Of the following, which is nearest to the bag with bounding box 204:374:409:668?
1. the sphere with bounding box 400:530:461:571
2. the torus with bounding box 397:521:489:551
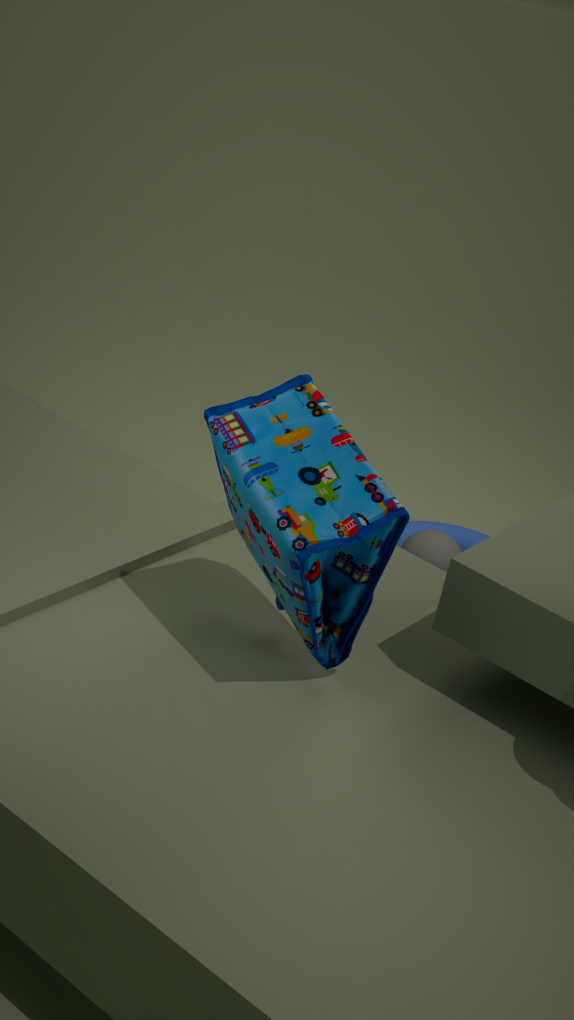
the torus with bounding box 397:521:489:551
